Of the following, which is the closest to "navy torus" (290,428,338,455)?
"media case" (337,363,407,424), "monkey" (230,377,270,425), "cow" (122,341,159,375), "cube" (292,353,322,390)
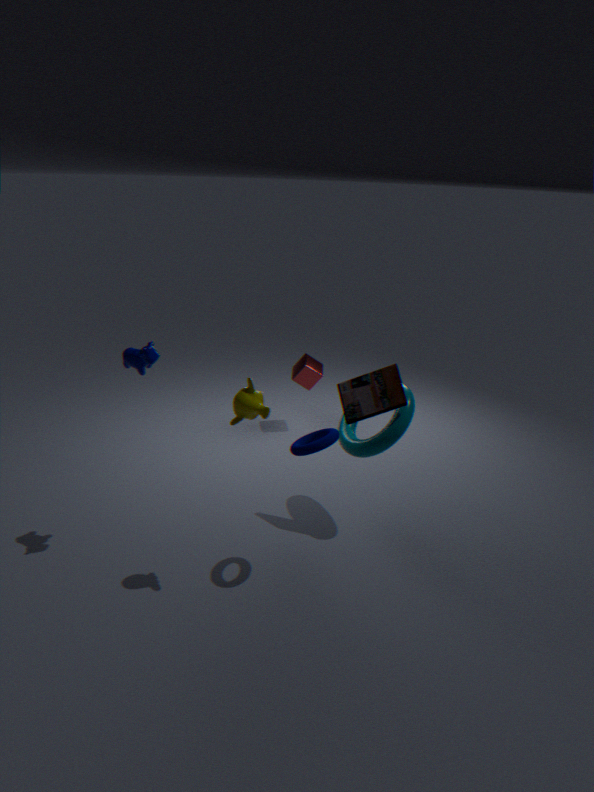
"monkey" (230,377,270,425)
